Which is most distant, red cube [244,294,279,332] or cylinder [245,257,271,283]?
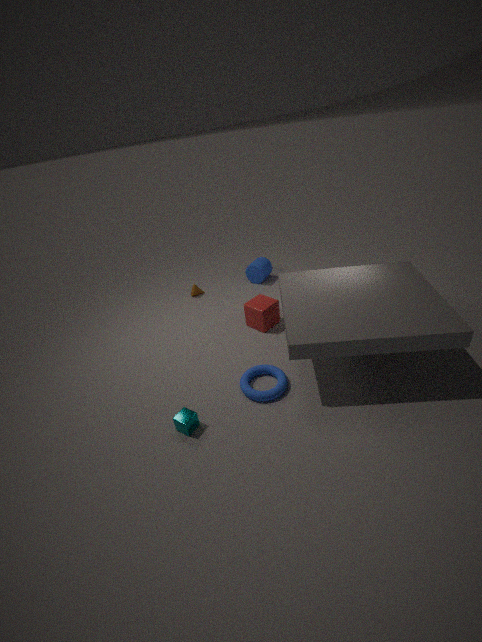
cylinder [245,257,271,283]
